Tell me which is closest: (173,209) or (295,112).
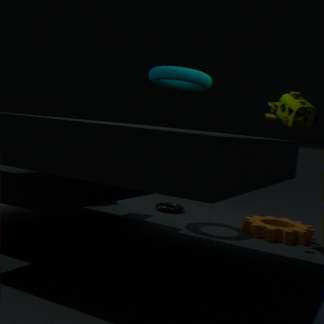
(295,112)
